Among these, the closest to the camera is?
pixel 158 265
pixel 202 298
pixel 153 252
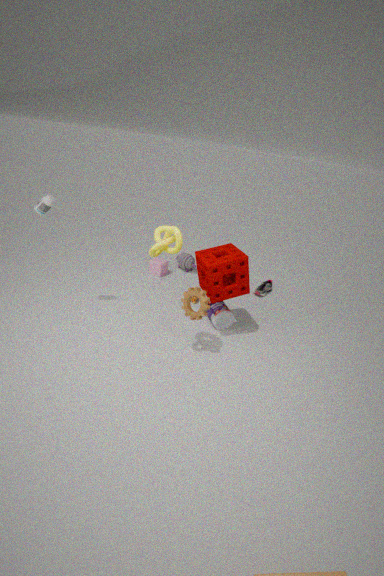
pixel 153 252
